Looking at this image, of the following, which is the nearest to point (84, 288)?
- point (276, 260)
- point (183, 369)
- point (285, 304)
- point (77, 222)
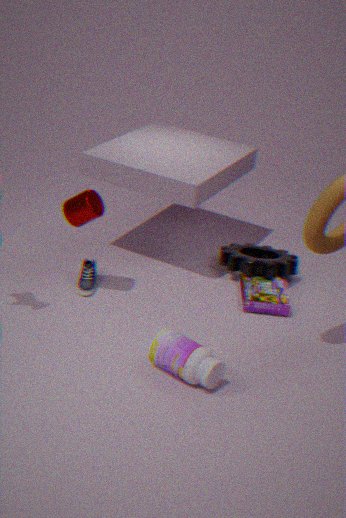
point (77, 222)
